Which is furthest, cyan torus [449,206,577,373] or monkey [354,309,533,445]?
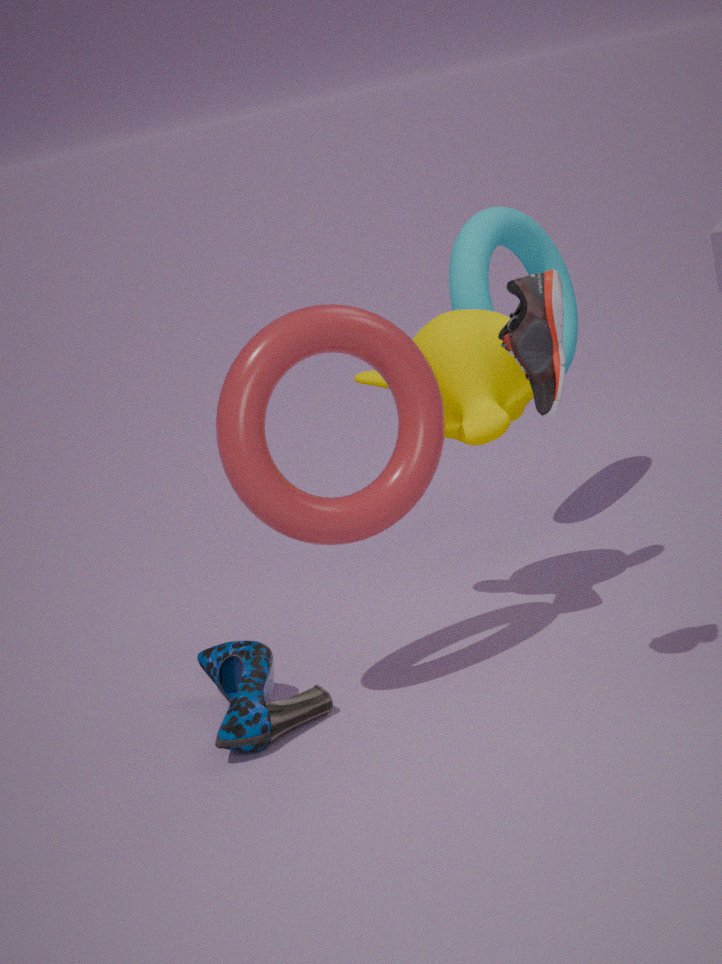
cyan torus [449,206,577,373]
